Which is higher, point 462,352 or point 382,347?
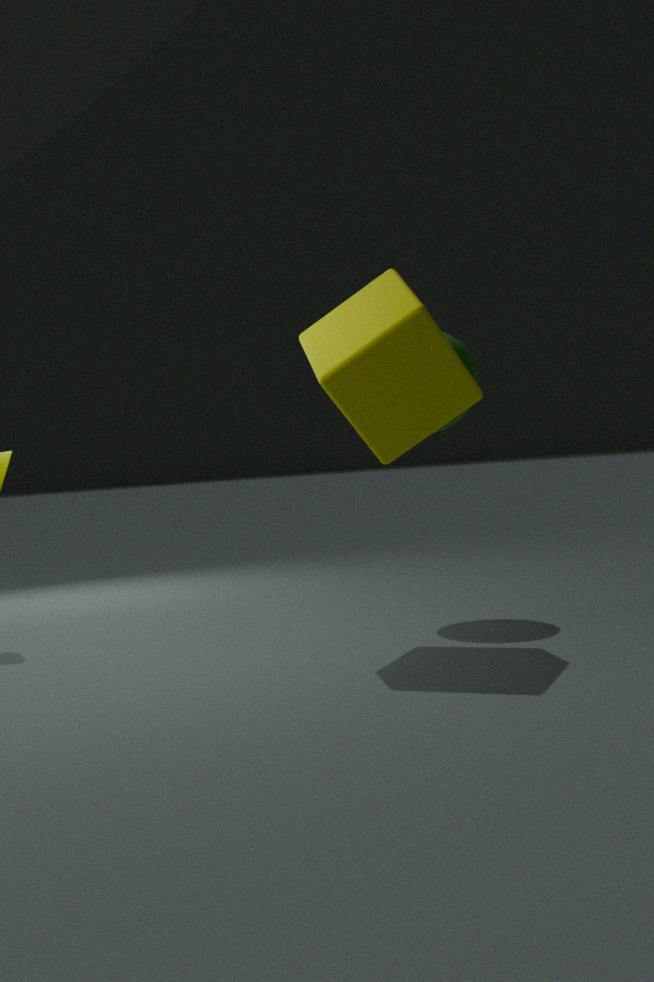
point 382,347
